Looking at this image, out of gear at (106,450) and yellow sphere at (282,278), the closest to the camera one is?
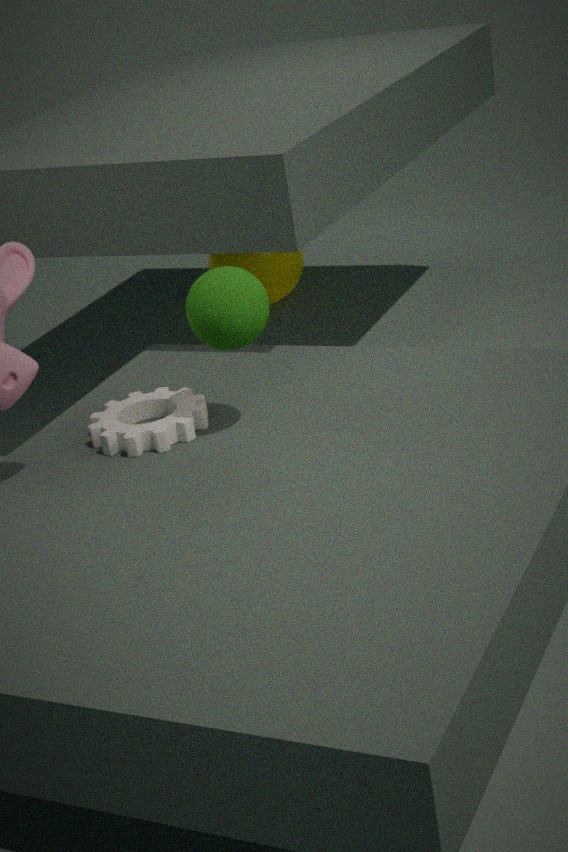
gear at (106,450)
